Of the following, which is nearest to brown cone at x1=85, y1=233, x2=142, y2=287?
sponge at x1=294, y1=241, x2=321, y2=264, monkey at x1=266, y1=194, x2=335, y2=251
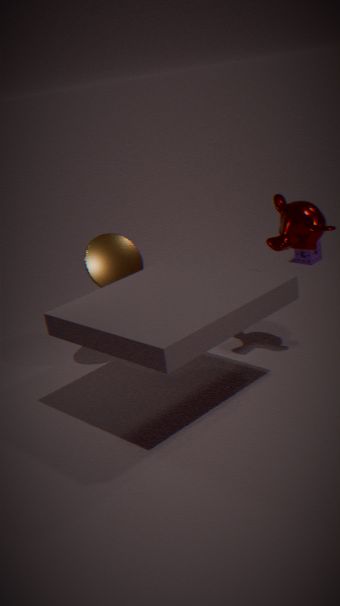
monkey at x1=266, y1=194, x2=335, y2=251
